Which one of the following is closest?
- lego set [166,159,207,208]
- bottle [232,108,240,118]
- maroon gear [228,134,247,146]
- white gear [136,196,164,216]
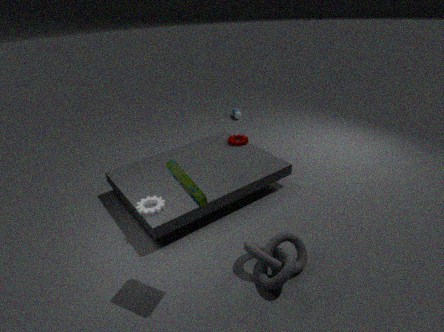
lego set [166,159,207,208]
